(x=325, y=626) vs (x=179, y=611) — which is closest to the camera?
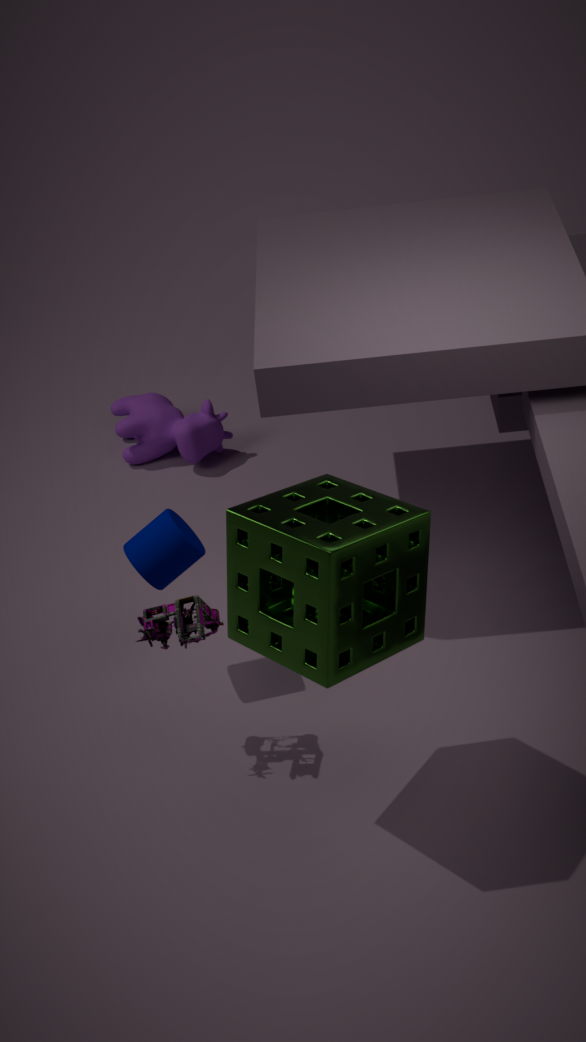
(x=325, y=626)
